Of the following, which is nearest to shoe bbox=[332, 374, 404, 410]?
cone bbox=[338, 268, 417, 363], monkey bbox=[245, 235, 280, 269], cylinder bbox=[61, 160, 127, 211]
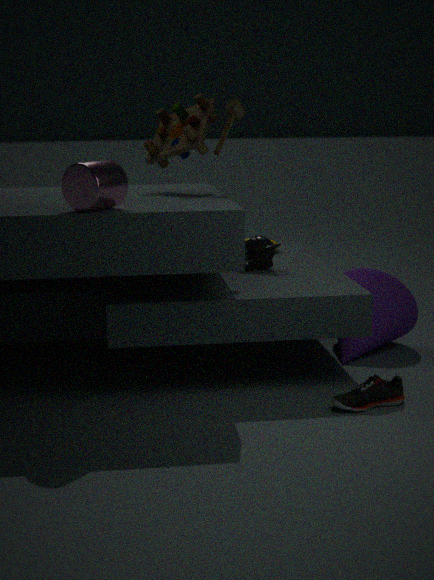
cone bbox=[338, 268, 417, 363]
